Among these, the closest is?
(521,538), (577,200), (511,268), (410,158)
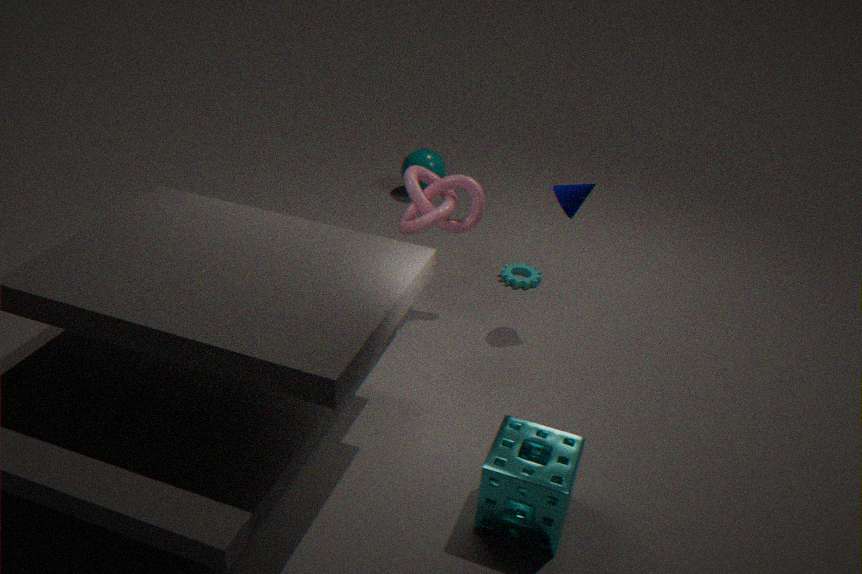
(521,538)
